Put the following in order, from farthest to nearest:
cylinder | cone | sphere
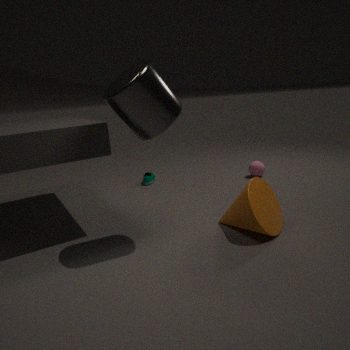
sphere, cone, cylinder
